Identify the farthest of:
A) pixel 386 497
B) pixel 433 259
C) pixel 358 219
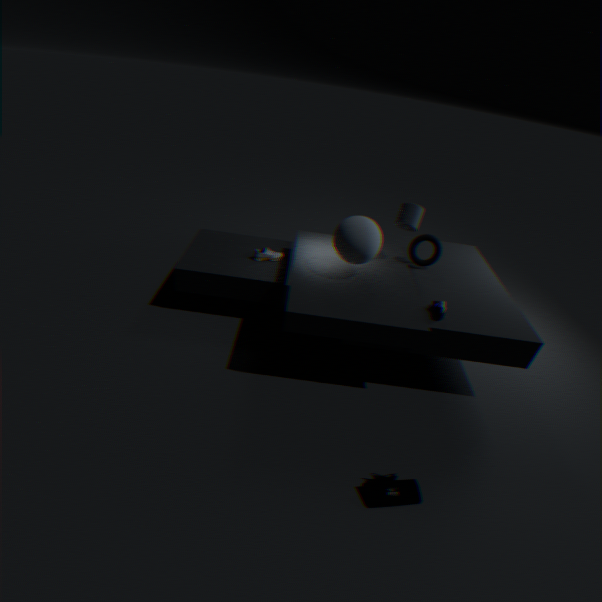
pixel 433 259
